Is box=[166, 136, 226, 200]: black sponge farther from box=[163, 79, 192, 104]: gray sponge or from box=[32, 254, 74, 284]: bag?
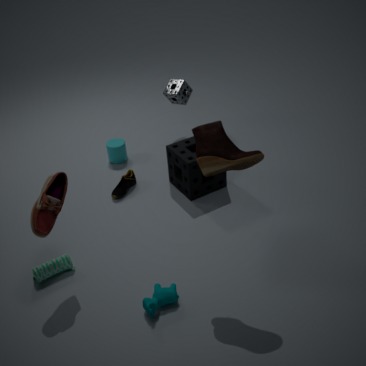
box=[32, 254, 74, 284]: bag
